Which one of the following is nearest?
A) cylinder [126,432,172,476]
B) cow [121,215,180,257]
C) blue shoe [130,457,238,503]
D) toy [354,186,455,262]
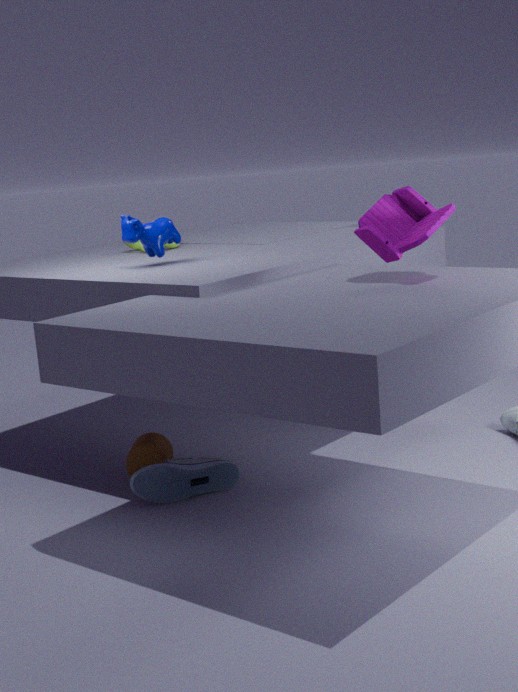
toy [354,186,455,262]
